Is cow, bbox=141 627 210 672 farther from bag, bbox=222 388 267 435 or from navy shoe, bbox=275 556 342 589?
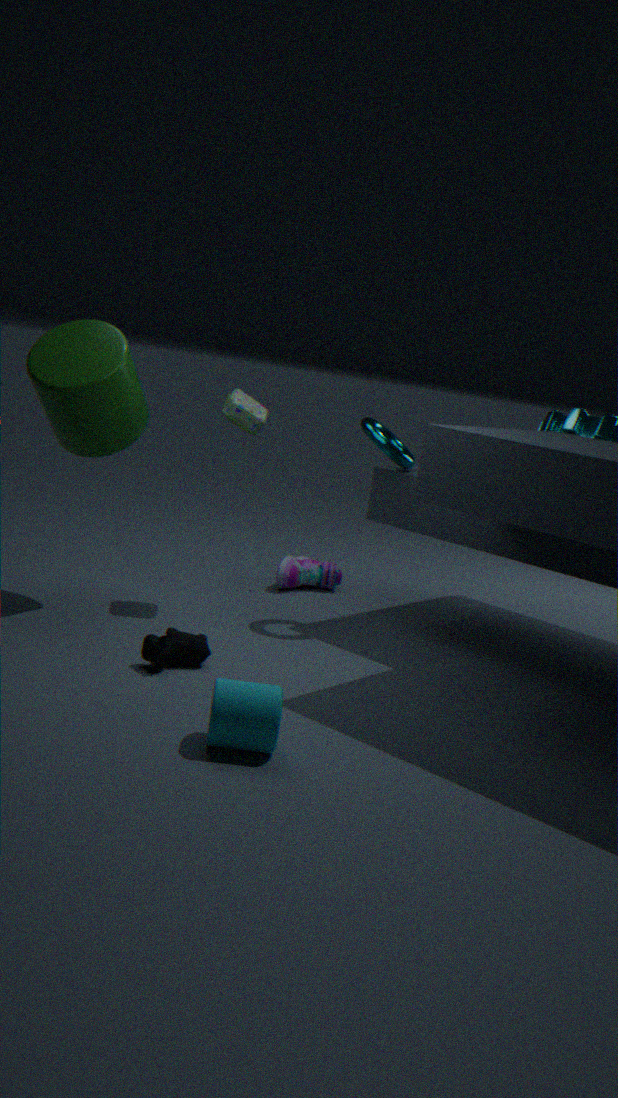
navy shoe, bbox=275 556 342 589
